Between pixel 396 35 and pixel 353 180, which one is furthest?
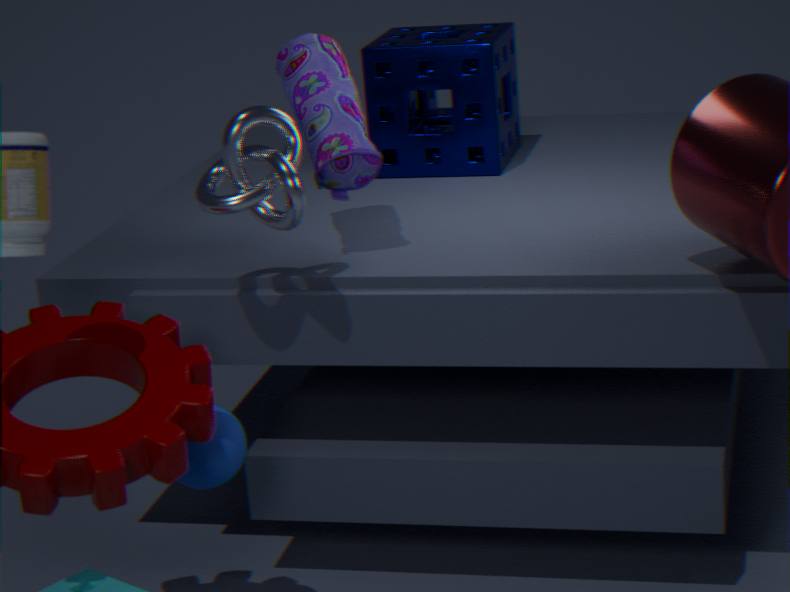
pixel 396 35
